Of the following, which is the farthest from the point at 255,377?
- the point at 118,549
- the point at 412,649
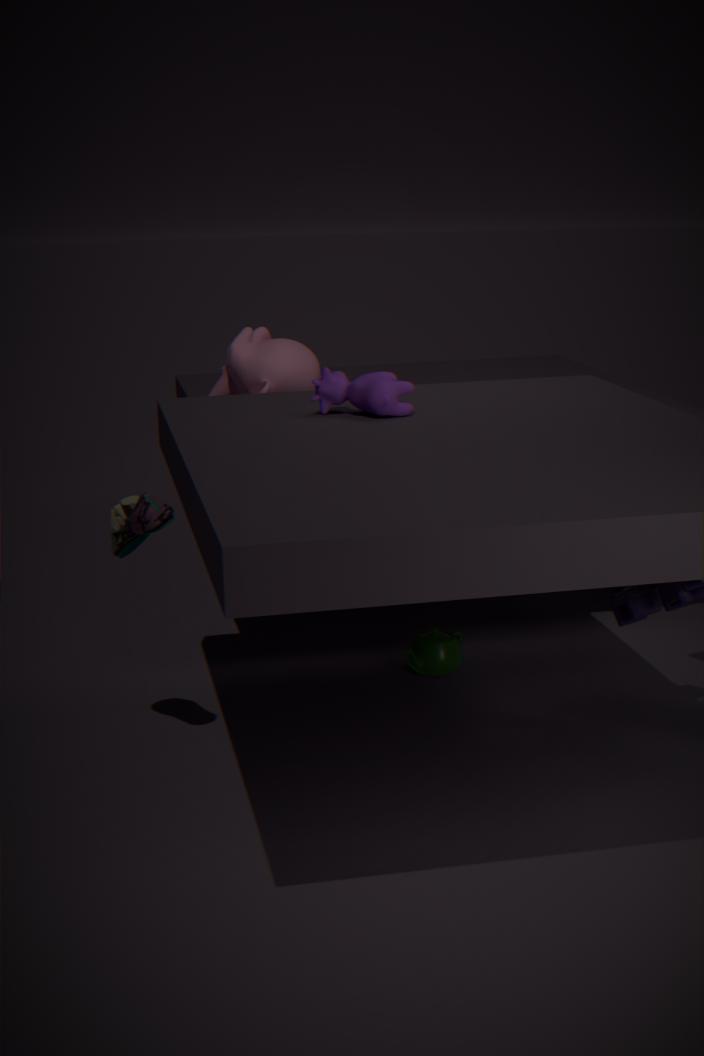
the point at 118,549
